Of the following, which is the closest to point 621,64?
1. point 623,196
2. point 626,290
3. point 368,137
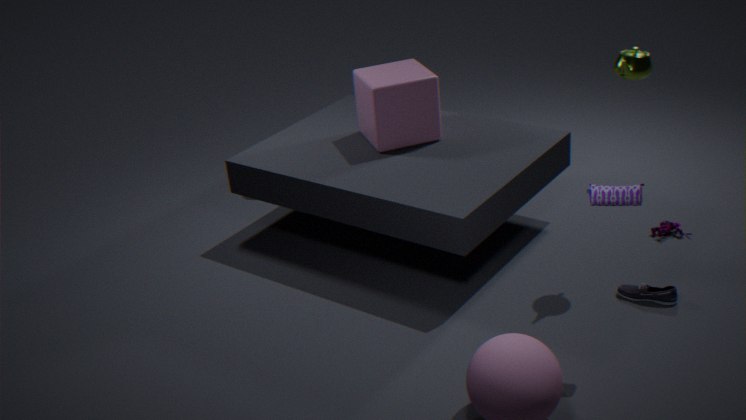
point 623,196
